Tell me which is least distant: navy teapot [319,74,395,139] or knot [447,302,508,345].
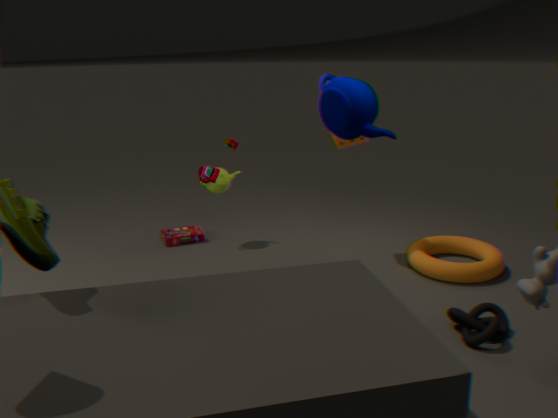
navy teapot [319,74,395,139]
